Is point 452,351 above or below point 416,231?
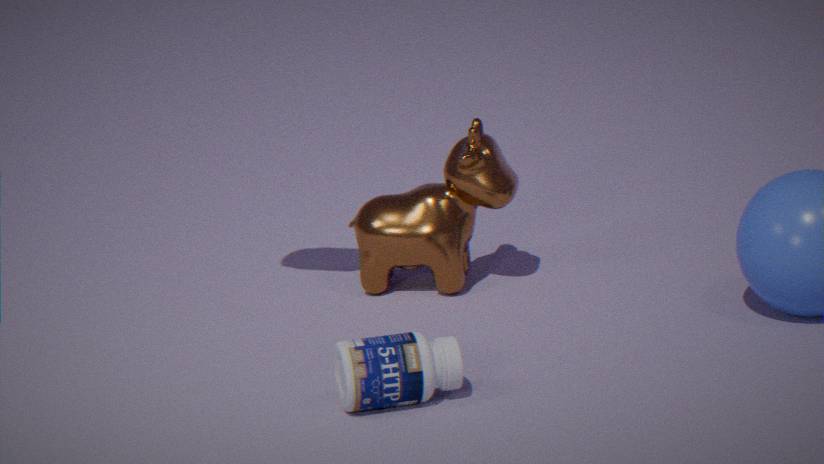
below
